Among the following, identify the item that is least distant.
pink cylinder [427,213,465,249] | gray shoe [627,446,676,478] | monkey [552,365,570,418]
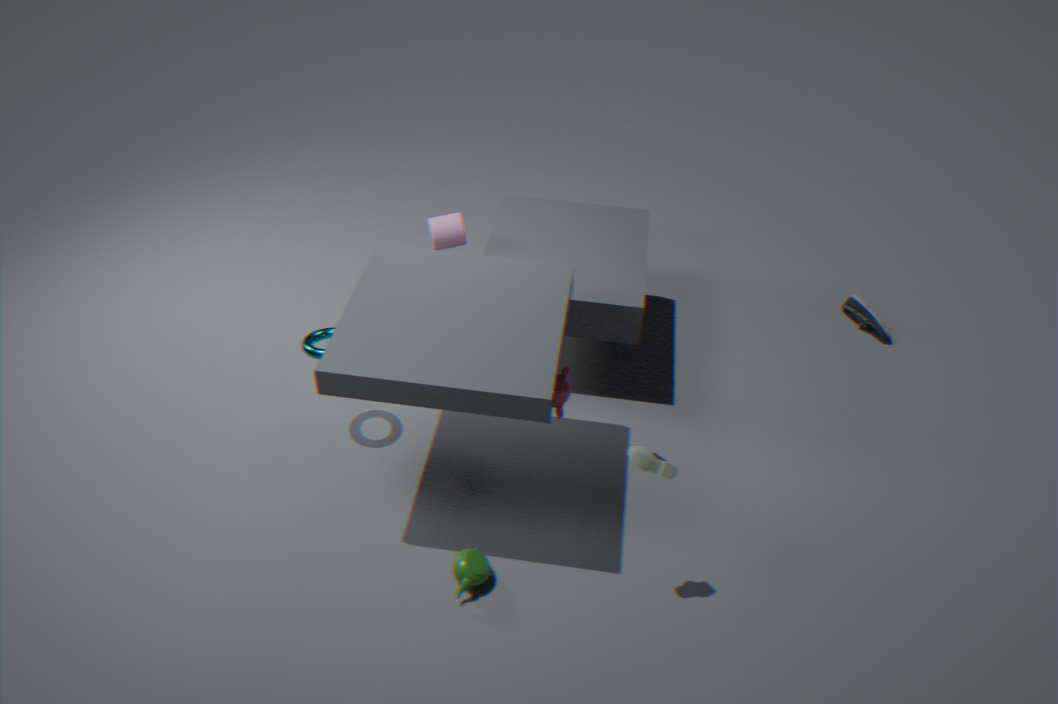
gray shoe [627,446,676,478]
